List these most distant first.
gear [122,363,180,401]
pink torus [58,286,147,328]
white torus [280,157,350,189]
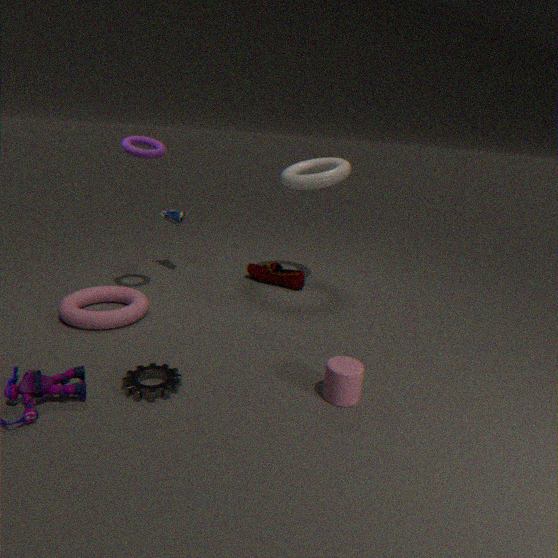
white torus [280,157,350,189] < pink torus [58,286,147,328] < gear [122,363,180,401]
